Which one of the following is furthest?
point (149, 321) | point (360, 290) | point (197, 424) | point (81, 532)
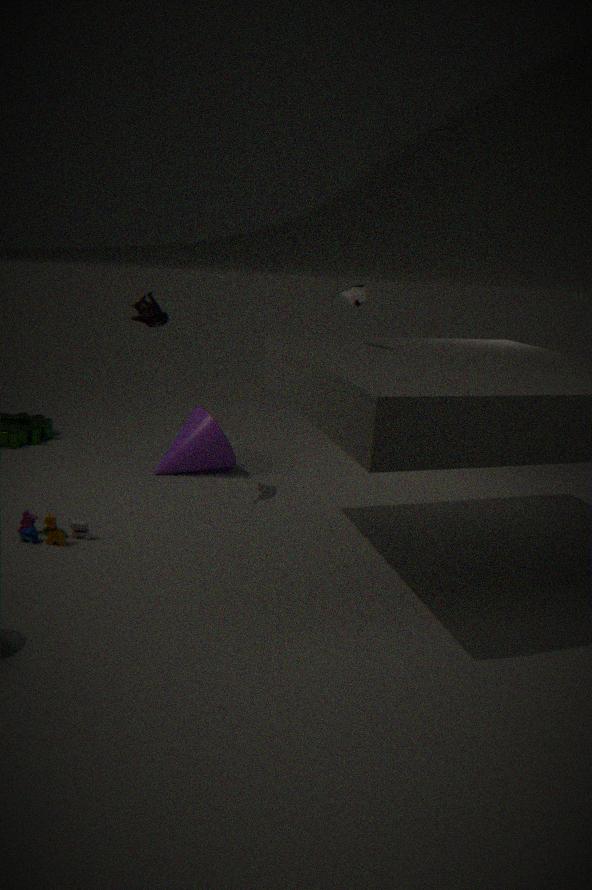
point (197, 424)
